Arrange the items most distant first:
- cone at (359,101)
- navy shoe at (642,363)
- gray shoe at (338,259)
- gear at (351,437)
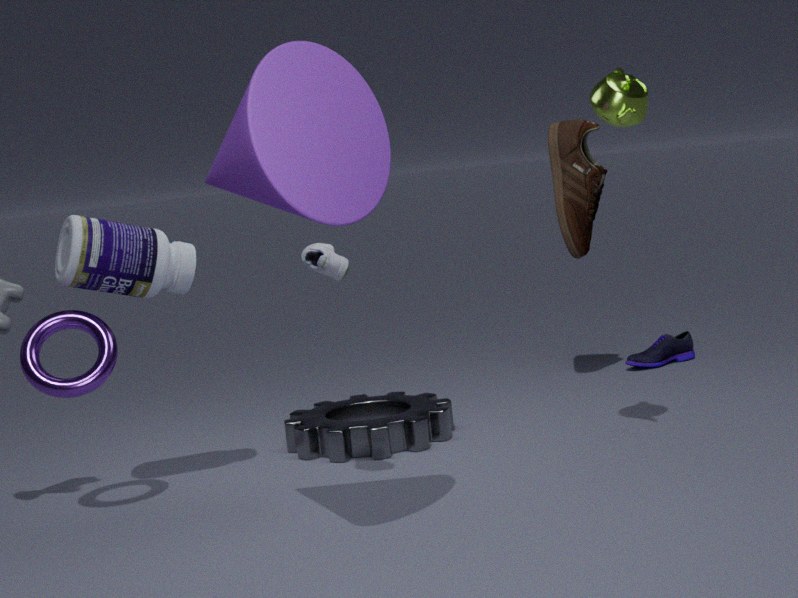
1. navy shoe at (642,363)
2. gear at (351,437)
3. gray shoe at (338,259)
4. cone at (359,101)
